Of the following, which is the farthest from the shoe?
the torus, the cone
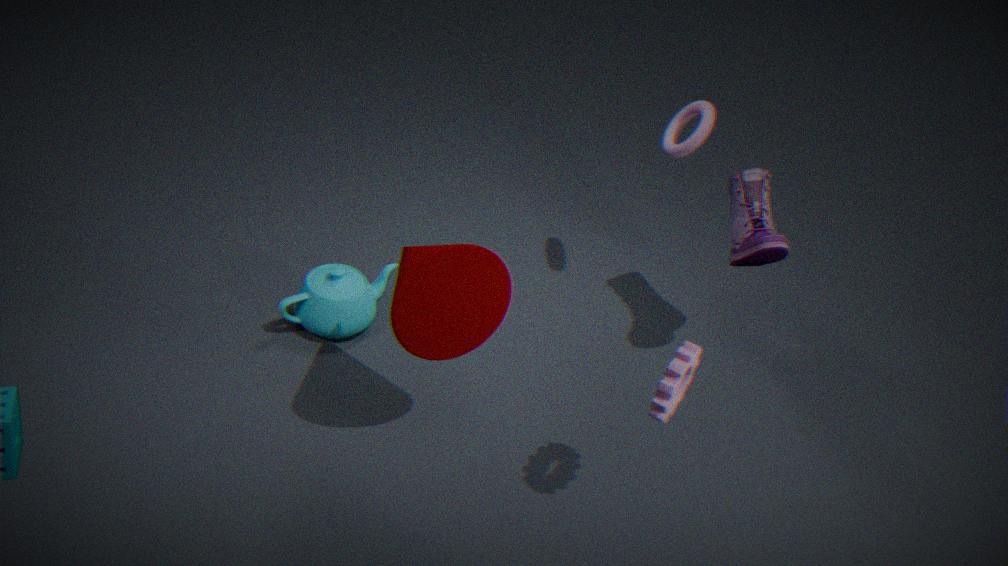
the cone
